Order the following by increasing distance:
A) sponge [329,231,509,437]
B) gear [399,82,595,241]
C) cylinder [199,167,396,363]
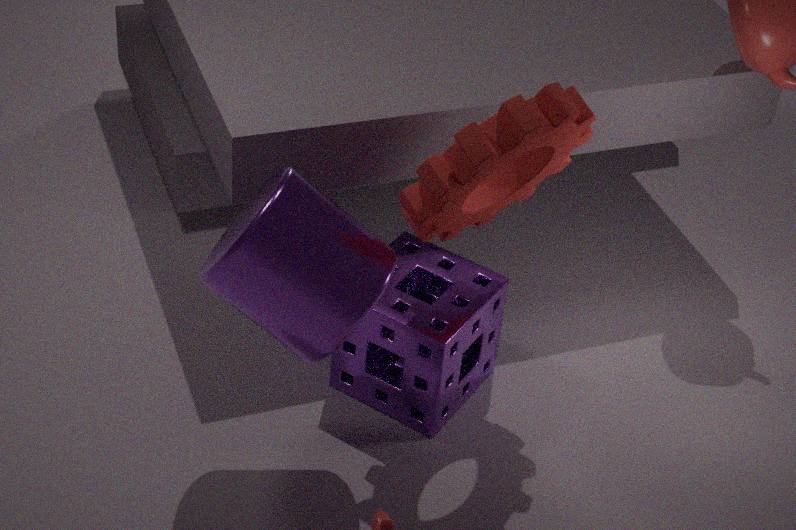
cylinder [199,167,396,363]
gear [399,82,595,241]
sponge [329,231,509,437]
